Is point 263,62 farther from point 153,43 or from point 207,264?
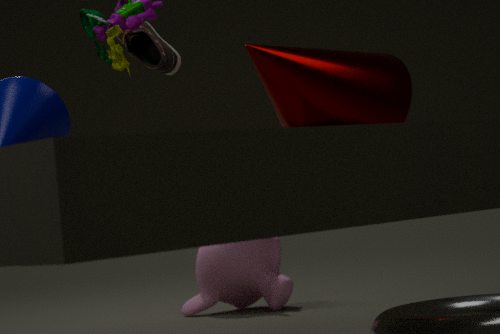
point 207,264
